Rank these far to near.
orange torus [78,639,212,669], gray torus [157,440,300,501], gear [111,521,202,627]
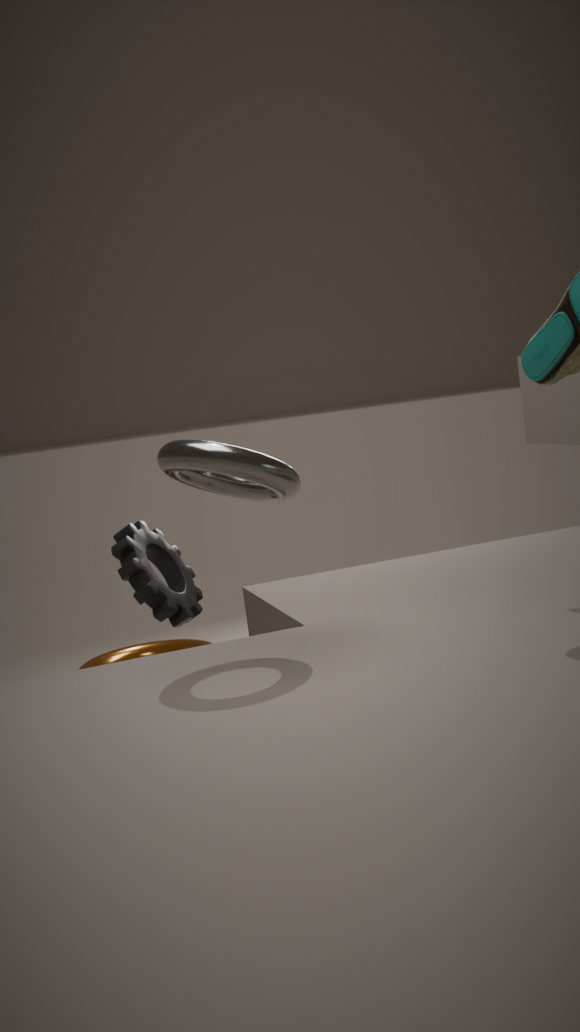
1. orange torus [78,639,212,669]
2. gear [111,521,202,627]
3. gray torus [157,440,300,501]
